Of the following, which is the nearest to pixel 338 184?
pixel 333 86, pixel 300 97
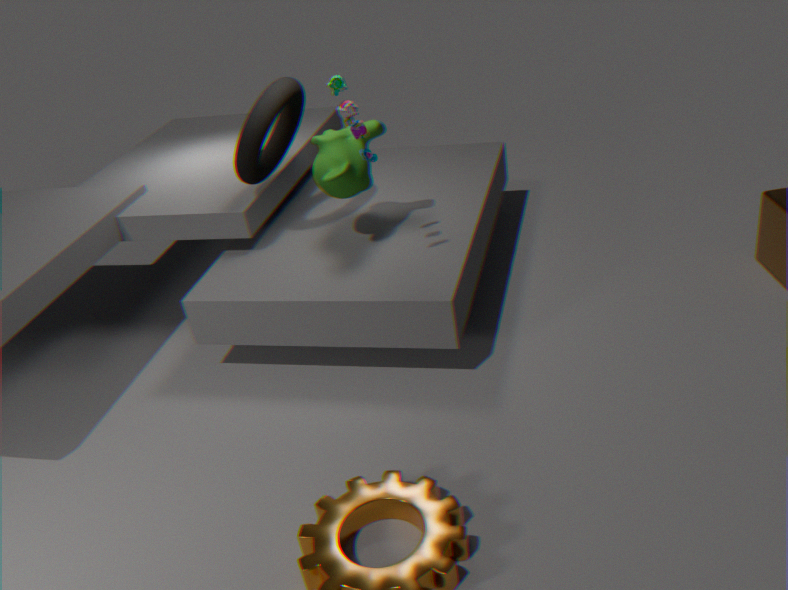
pixel 300 97
